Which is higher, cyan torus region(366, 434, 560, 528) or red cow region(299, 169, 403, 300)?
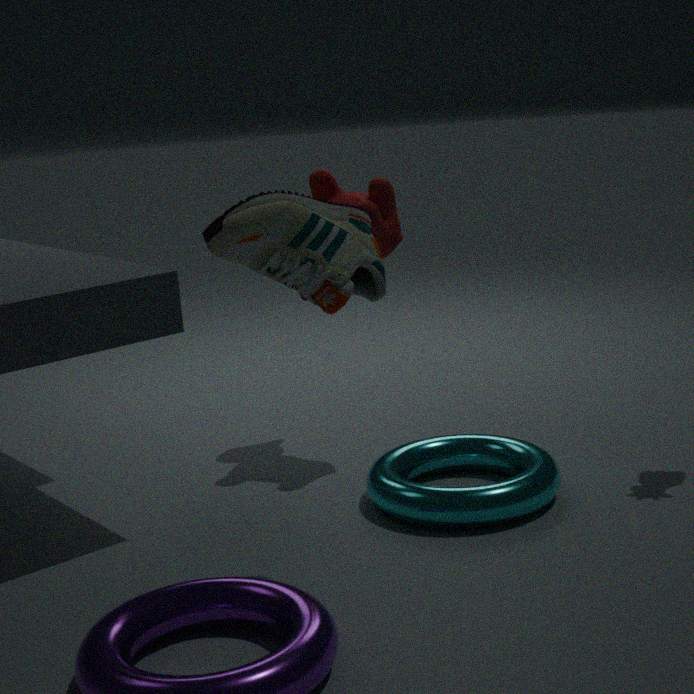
red cow region(299, 169, 403, 300)
